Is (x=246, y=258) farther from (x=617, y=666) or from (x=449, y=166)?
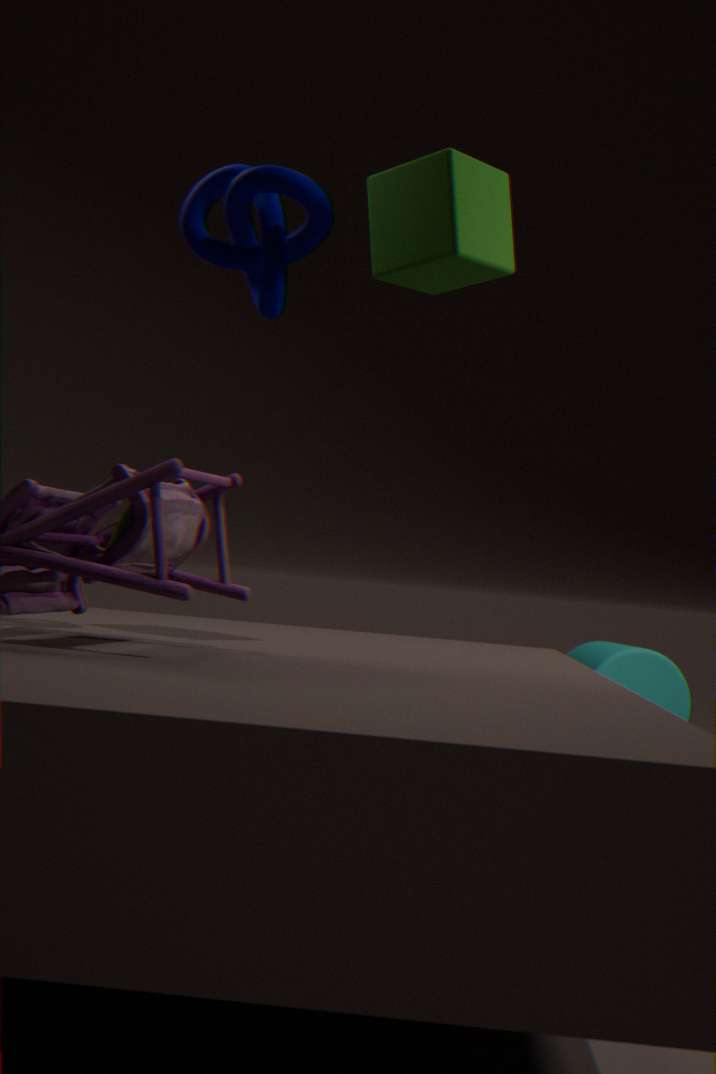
(x=617, y=666)
